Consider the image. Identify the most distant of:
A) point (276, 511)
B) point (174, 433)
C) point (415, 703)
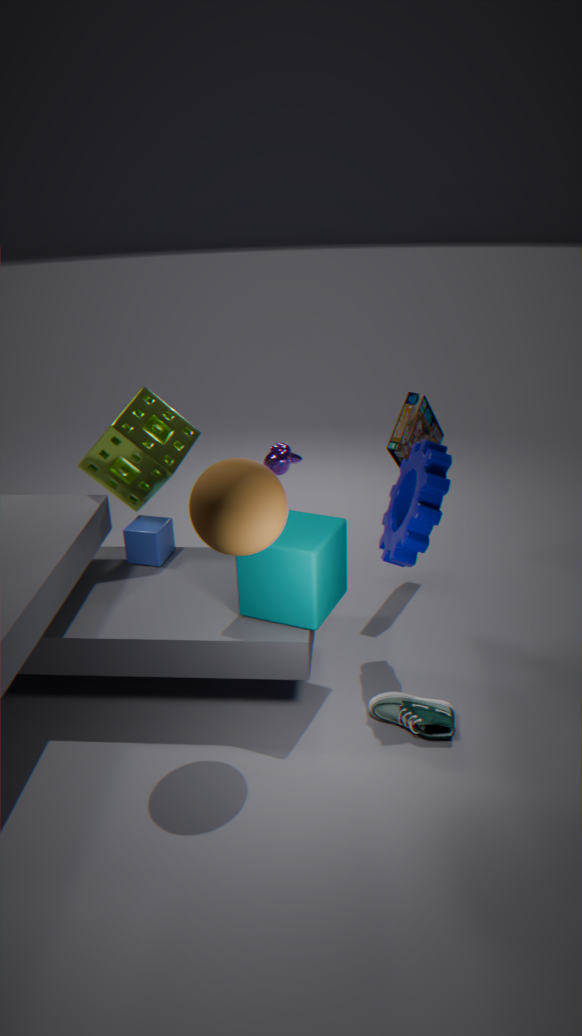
point (174, 433)
